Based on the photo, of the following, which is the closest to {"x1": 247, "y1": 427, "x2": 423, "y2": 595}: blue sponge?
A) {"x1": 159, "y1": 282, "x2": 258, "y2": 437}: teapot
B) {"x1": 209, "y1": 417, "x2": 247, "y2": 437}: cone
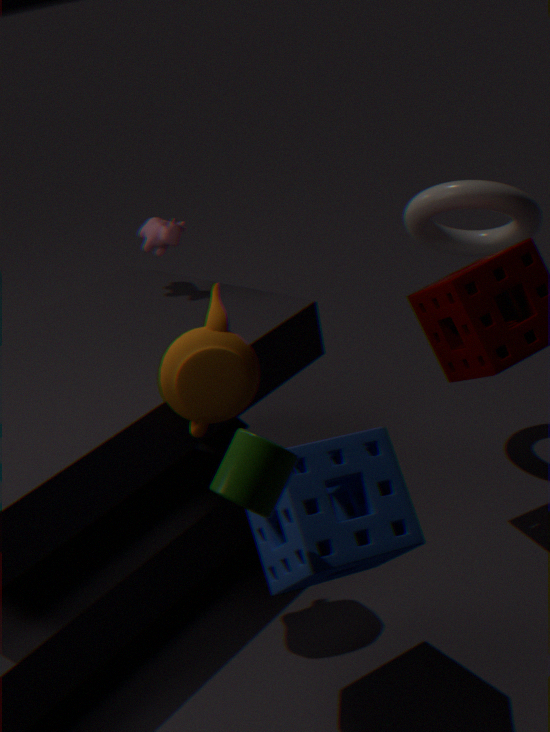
{"x1": 159, "y1": 282, "x2": 258, "y2": 437}: teapot
